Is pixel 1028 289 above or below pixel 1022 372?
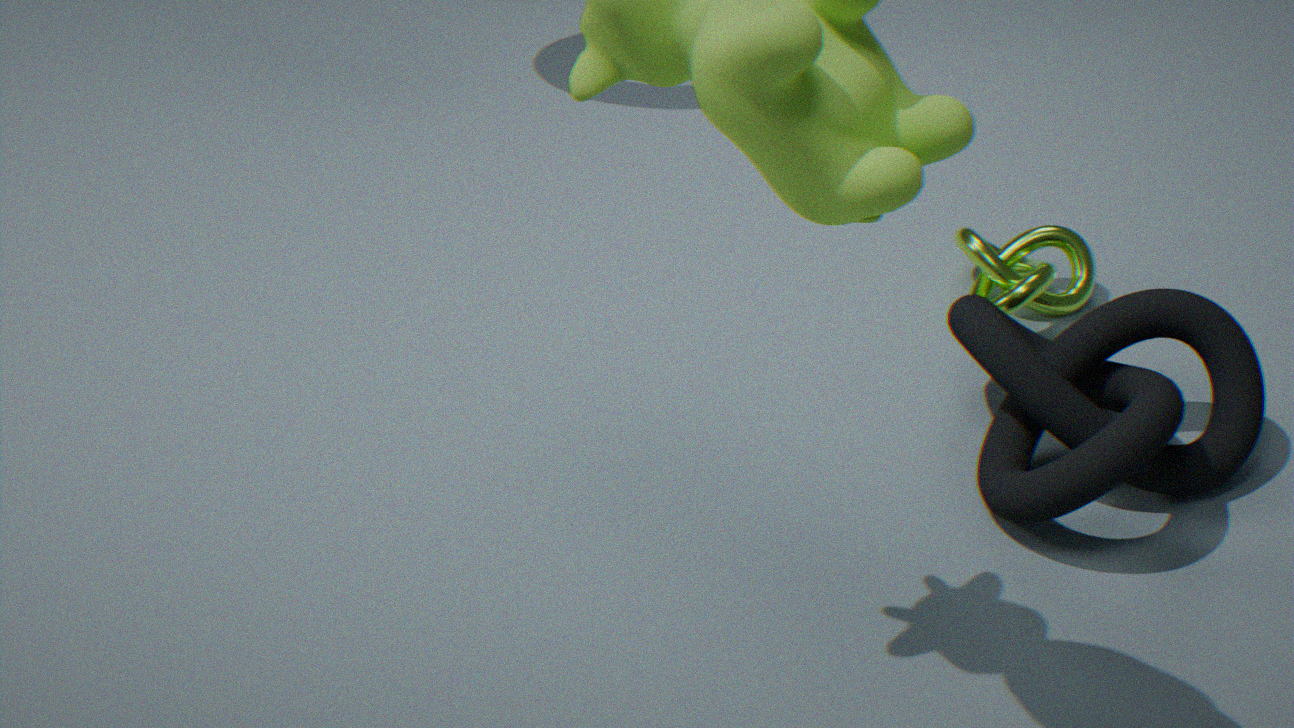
below
